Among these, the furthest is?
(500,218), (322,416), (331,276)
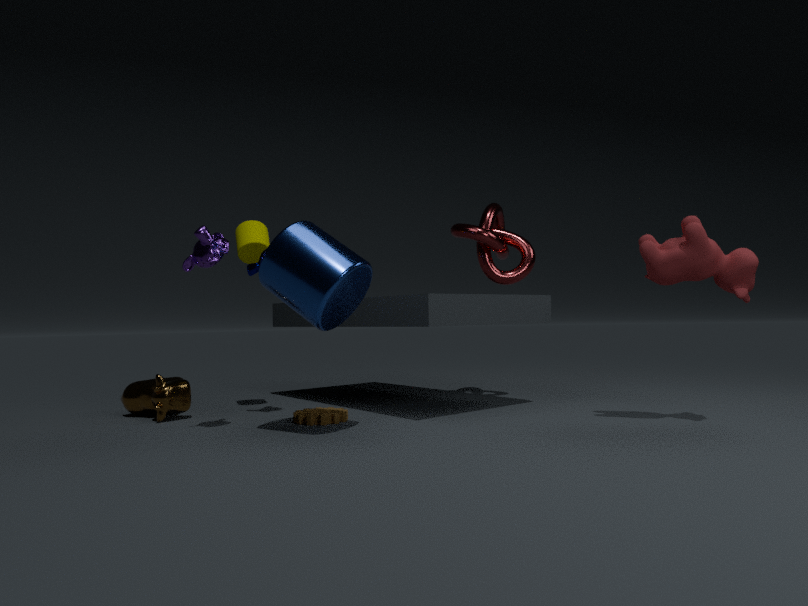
(500,218)
